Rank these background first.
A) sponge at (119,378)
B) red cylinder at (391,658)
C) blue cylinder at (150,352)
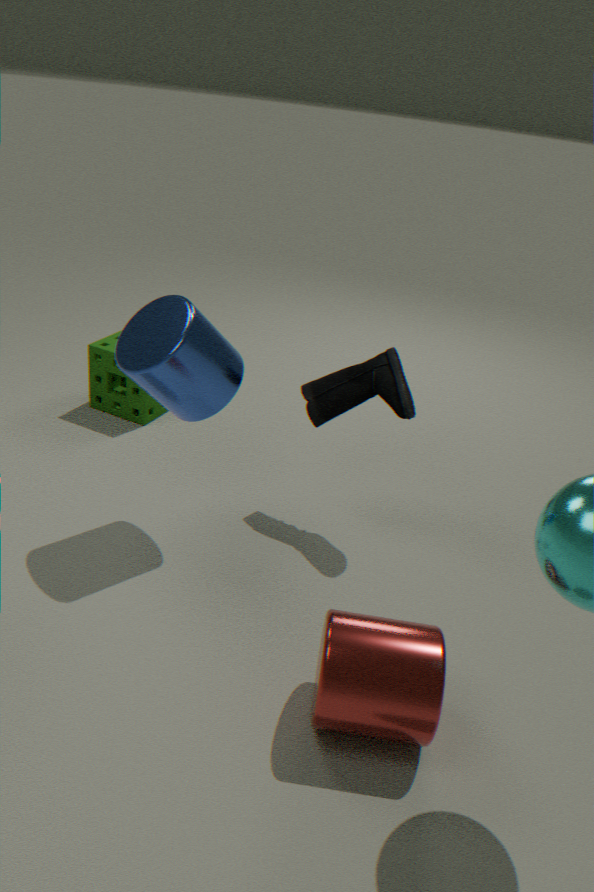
sponge at (119,378) < blue cylinder at (150,352) < red cylinder at (391,658)
